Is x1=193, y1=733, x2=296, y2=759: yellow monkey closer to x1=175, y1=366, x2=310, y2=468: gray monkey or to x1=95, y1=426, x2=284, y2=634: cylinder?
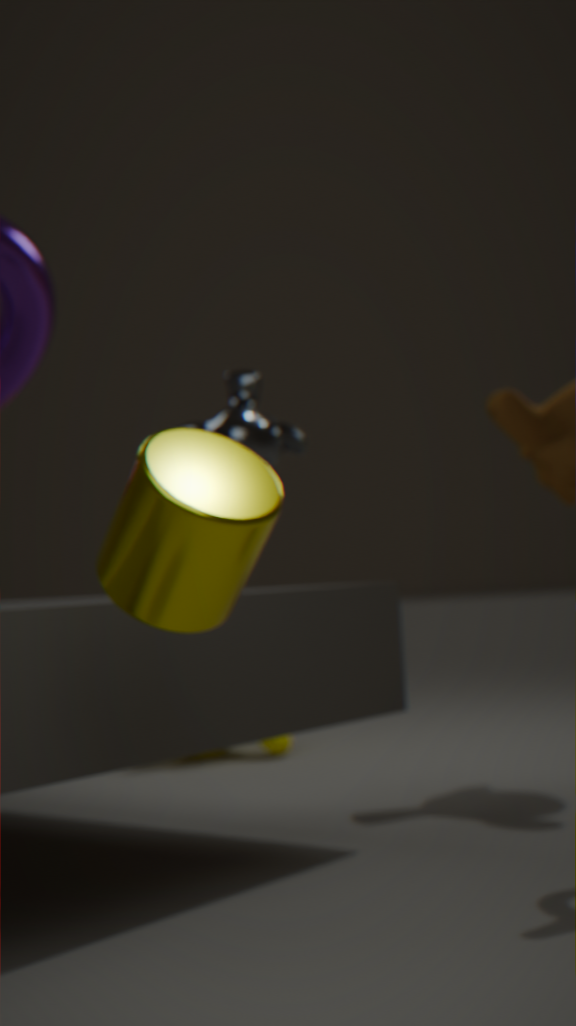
x1=175, y1=366, x2=310, y2=468: gray monkey
